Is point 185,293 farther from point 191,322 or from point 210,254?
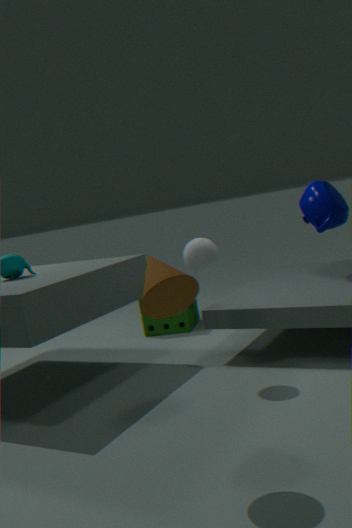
point 191,322
